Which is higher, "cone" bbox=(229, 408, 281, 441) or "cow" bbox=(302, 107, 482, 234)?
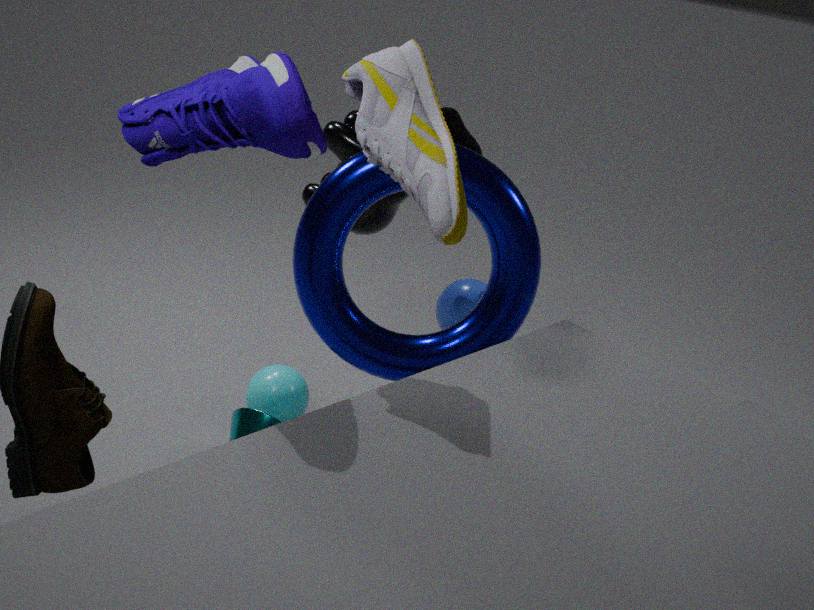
"cow" bbox=(302, 107, 482, 234)
